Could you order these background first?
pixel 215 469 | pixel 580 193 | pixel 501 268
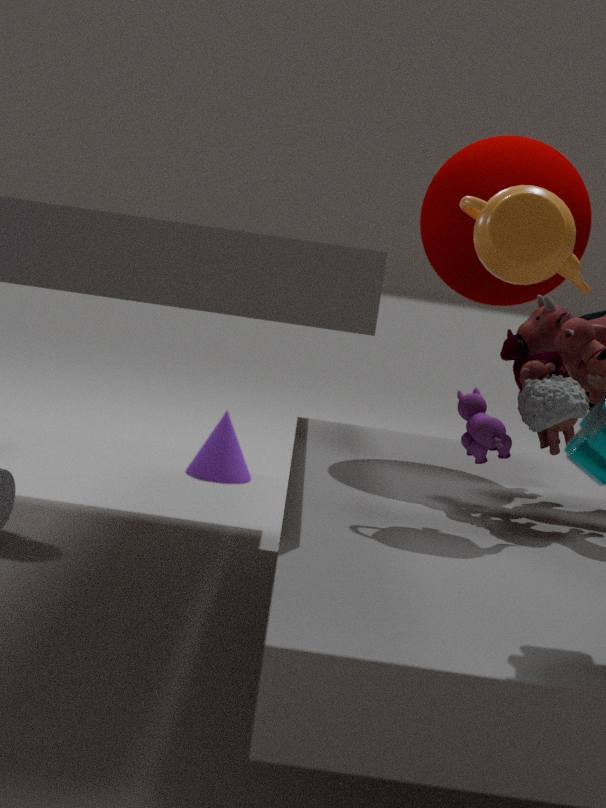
pixel 215 469 → pixel 580 193 → pixel 501 268
